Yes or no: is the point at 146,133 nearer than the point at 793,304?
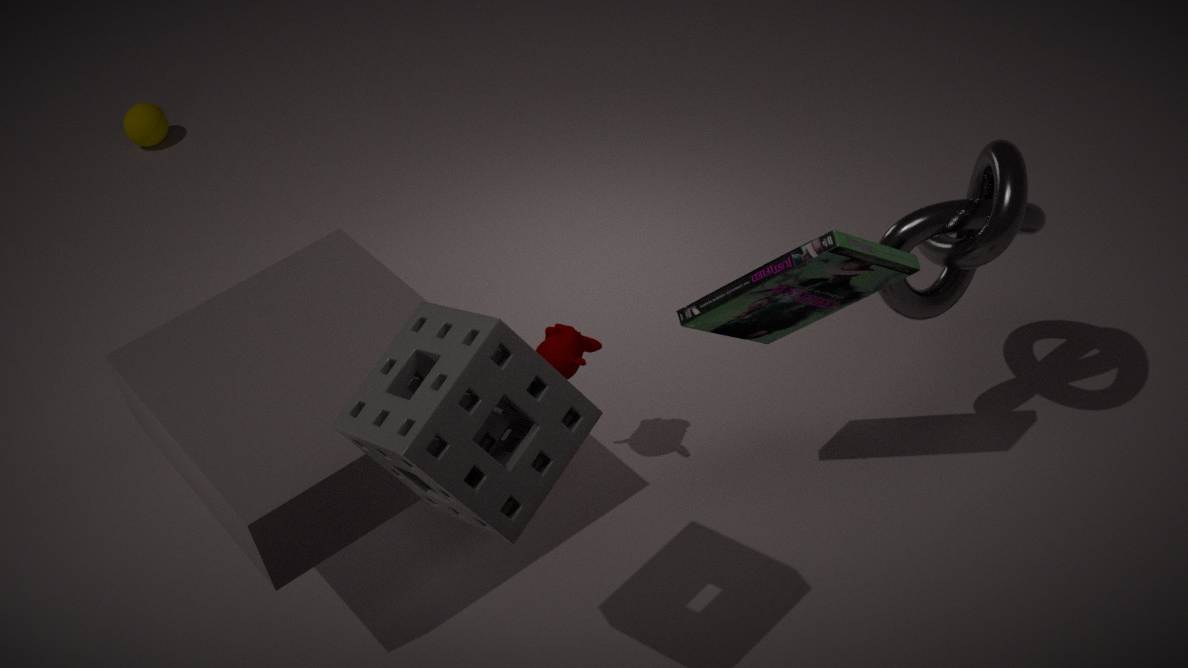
No
